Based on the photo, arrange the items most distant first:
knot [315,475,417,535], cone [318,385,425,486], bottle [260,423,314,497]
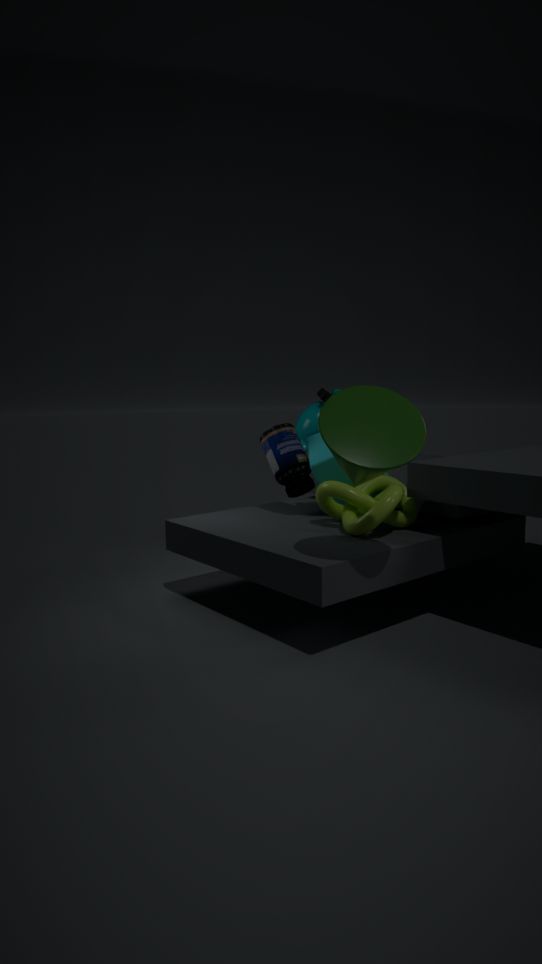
bottle [260,423,314,497]
knot [315,475,417,535]
cone [318,385,425,486]
